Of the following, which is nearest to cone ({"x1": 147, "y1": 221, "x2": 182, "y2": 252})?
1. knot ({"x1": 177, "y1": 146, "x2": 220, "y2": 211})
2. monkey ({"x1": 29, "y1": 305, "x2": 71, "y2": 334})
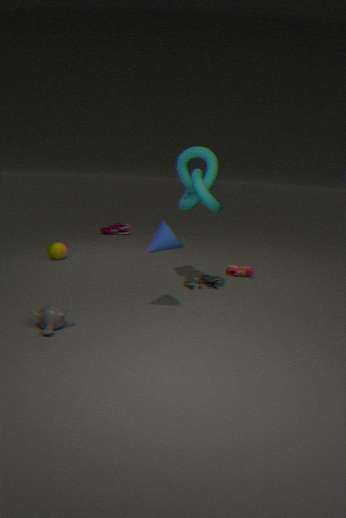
knot ({"x1": 177, "y1": 146, "x2": 220, "y2": 211})
